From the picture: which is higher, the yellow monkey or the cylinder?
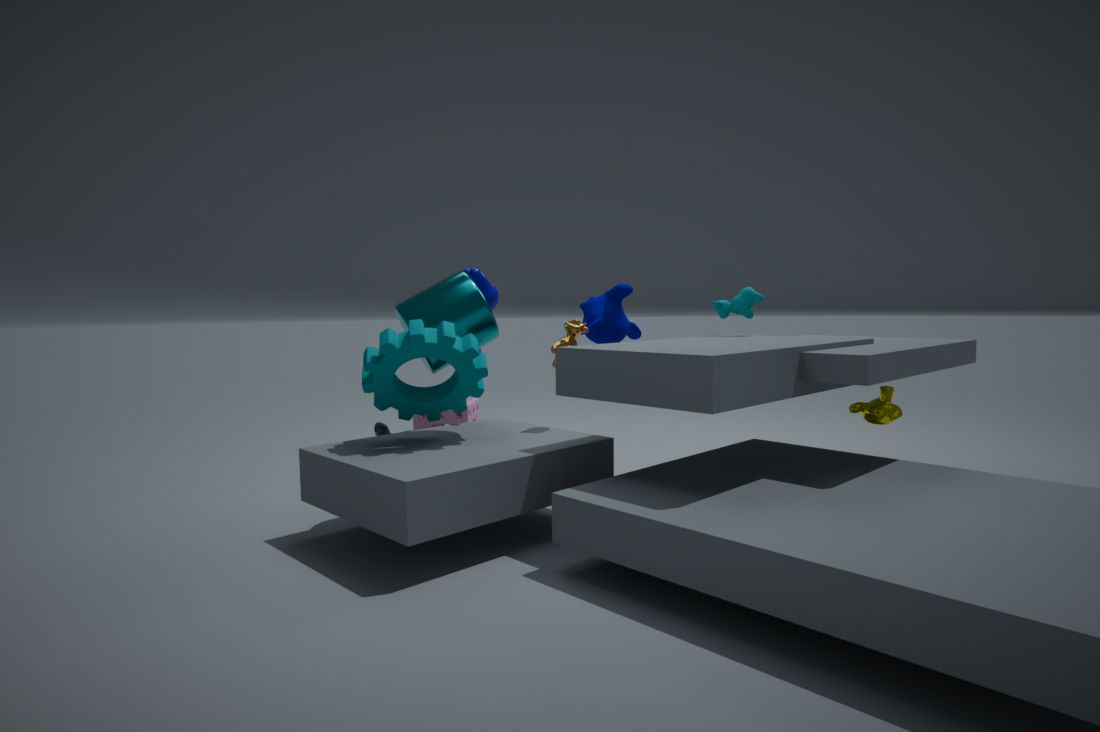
the cylinder
